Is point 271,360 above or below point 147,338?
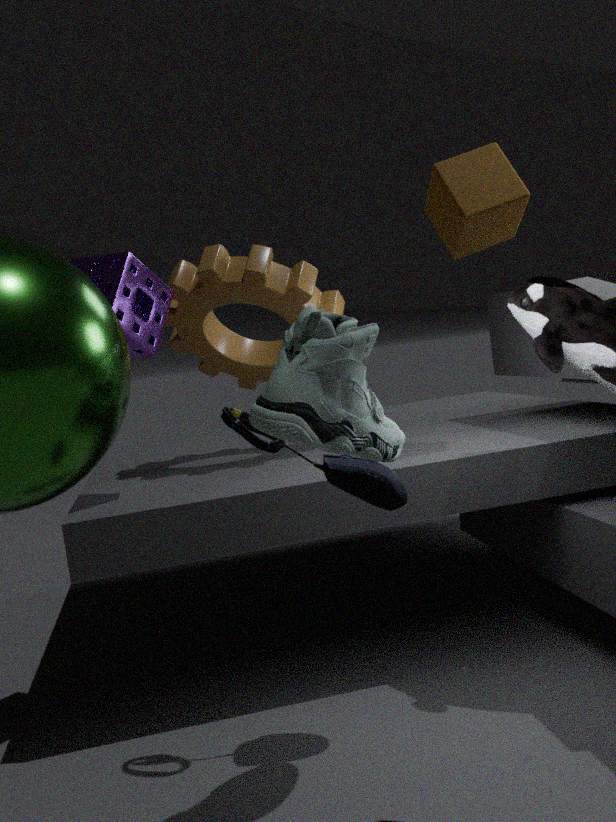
A: below
